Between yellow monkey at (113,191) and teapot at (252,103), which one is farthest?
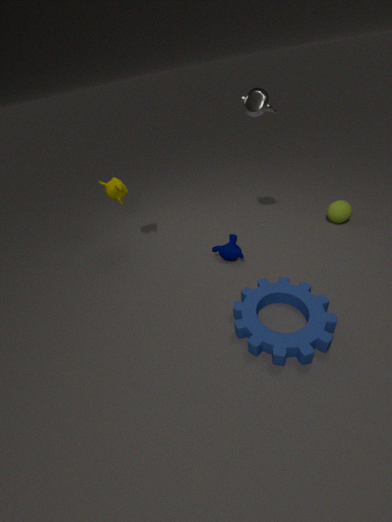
yellow monkey at (113,191)
